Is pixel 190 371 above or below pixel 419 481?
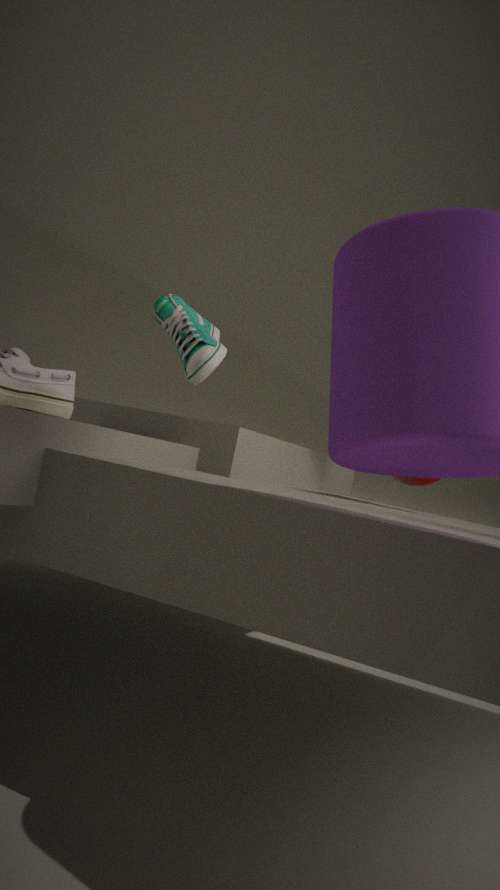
above
